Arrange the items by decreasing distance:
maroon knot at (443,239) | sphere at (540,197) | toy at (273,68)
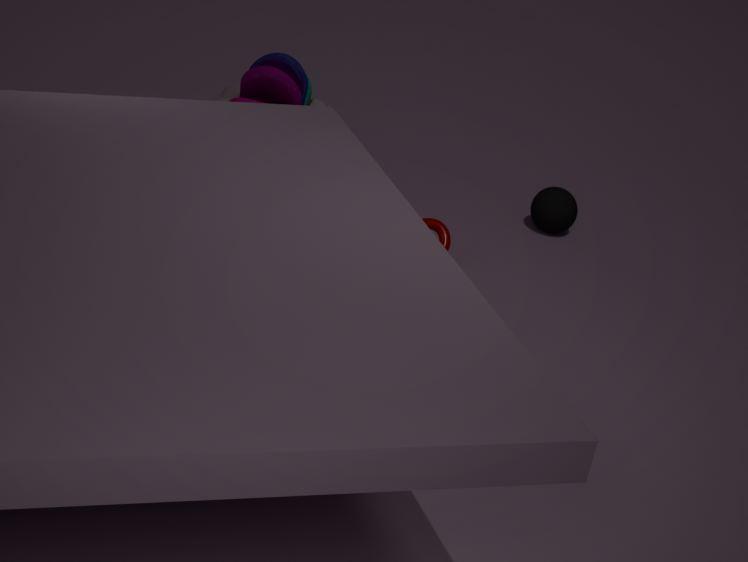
toy at (273,68), sphere at (540,197), maroon knot at (443,239)
